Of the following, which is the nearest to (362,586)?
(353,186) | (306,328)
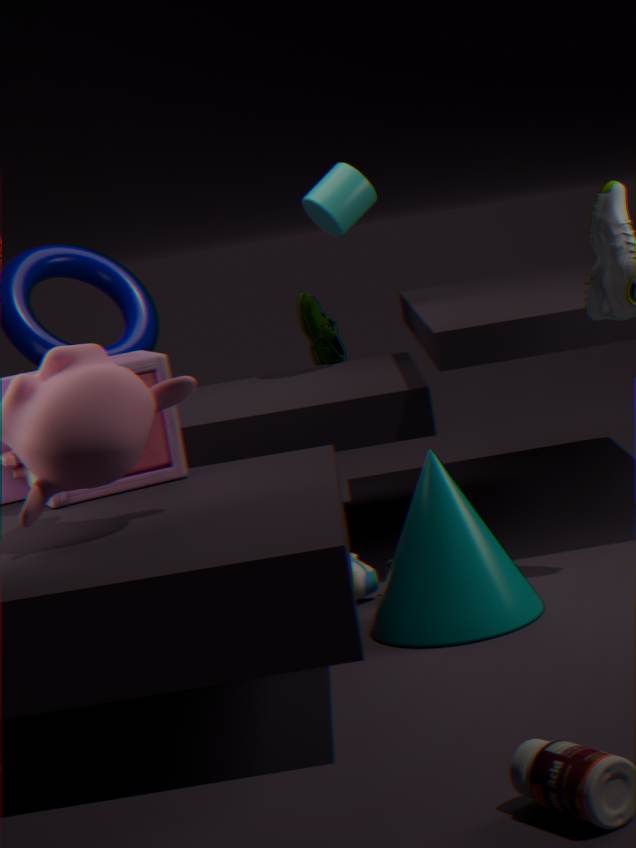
(306,328)
